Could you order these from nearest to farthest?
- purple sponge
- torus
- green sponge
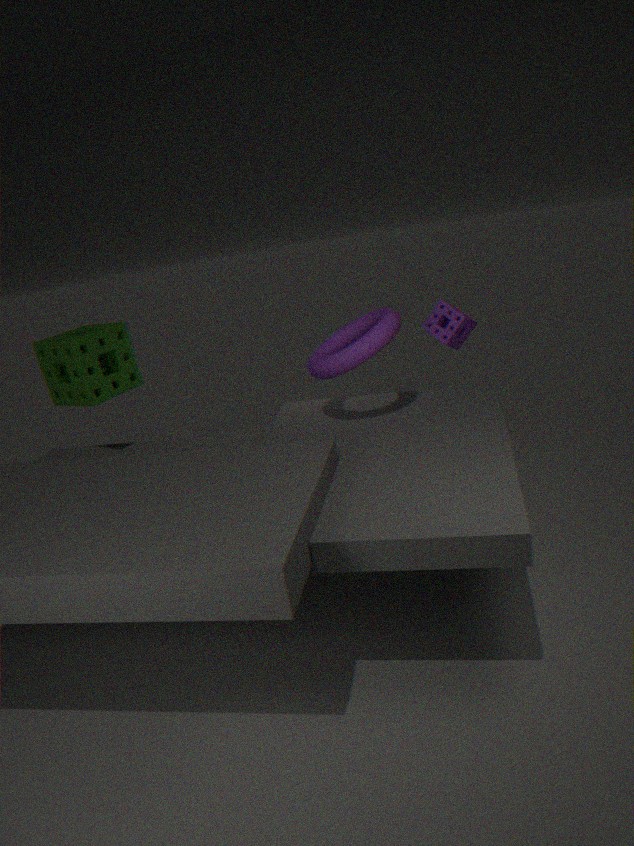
torus
green sponge
purple sponge
